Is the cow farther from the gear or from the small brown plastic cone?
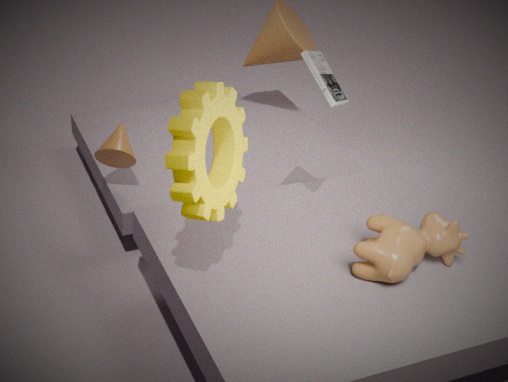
the small brown plastic cone
